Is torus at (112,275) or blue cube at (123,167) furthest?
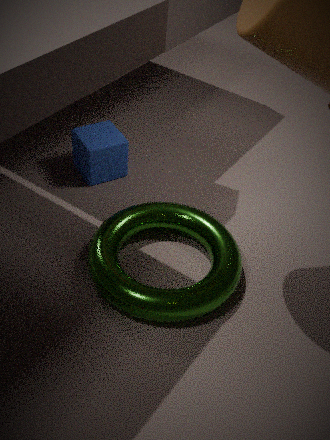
blue cube at (123,167)
